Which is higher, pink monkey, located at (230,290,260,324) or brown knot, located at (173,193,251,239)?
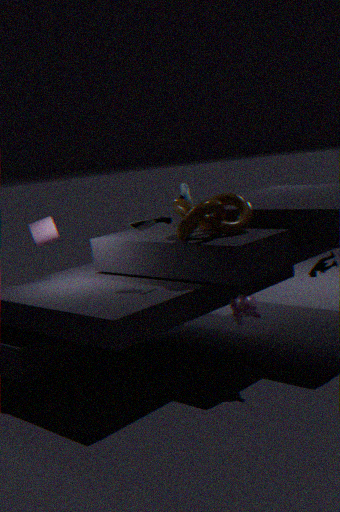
brown knot, located at (173,193,251,239)
